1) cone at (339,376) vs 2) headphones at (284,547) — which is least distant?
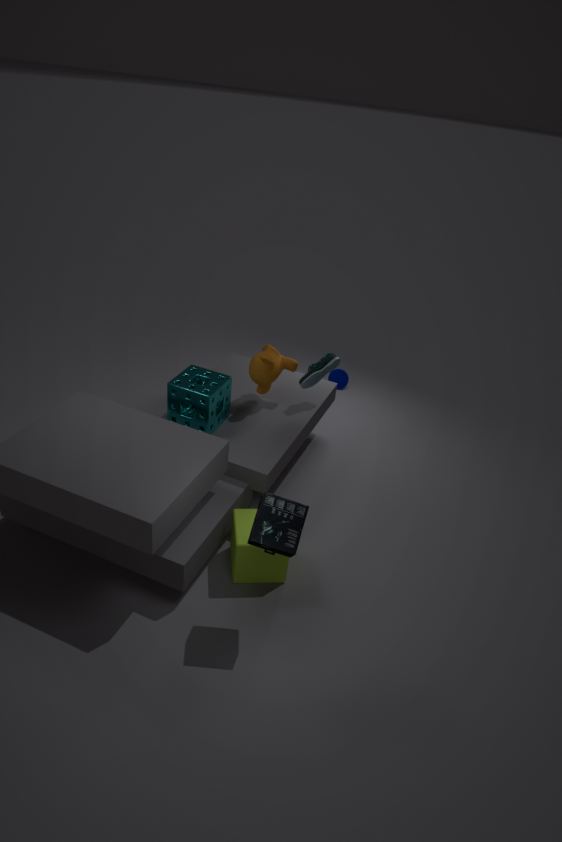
2. headphones at (284,547)
